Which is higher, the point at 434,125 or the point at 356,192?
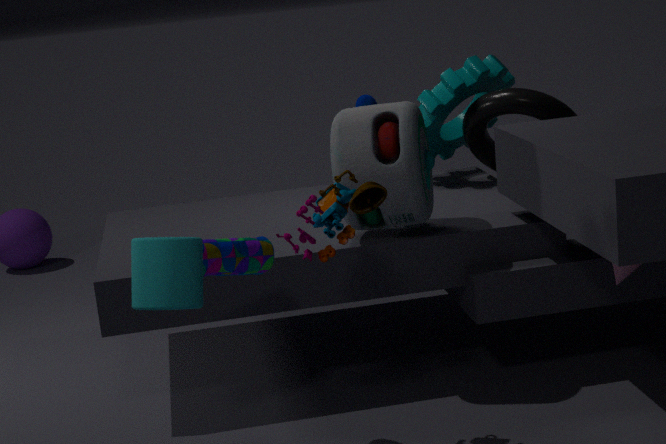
the point at 434,125
